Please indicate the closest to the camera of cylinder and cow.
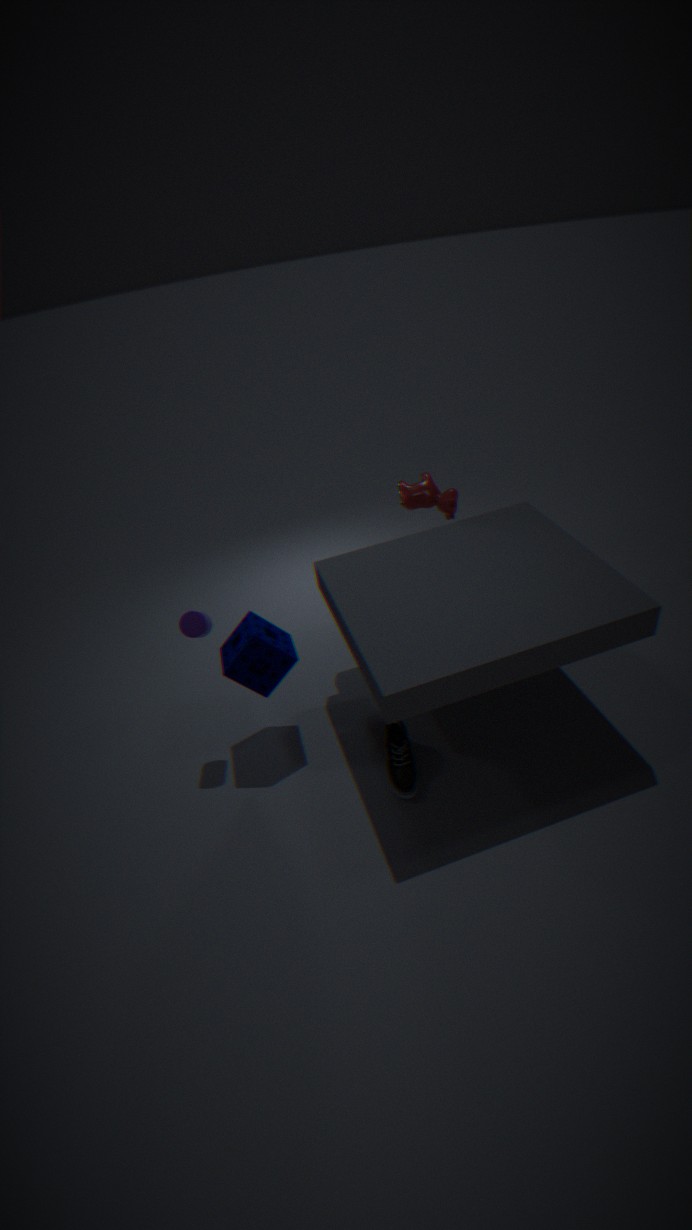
cylinder
